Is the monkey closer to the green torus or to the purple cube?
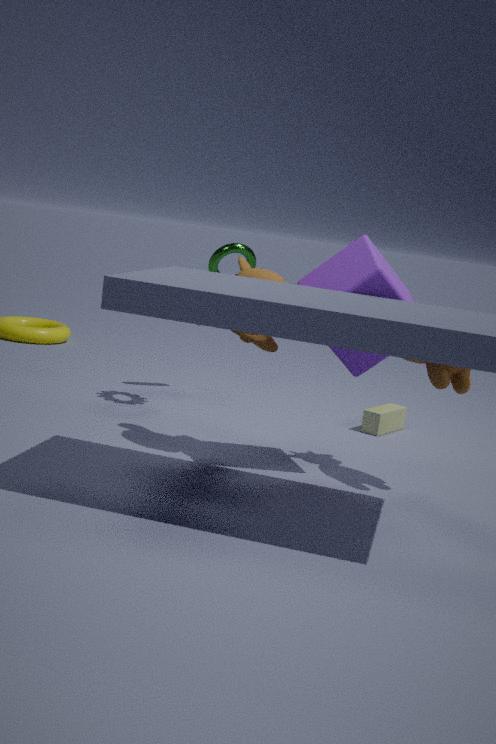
the purple cube
